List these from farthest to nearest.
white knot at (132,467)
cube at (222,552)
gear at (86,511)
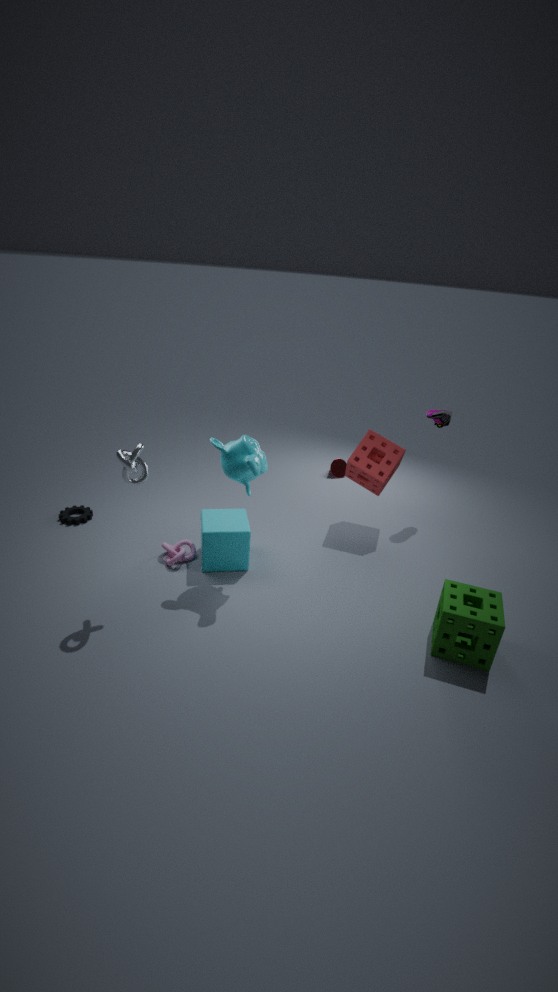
1. gear at (86,511)
2. cube at (222,552)
3. white knot at (132,467)
